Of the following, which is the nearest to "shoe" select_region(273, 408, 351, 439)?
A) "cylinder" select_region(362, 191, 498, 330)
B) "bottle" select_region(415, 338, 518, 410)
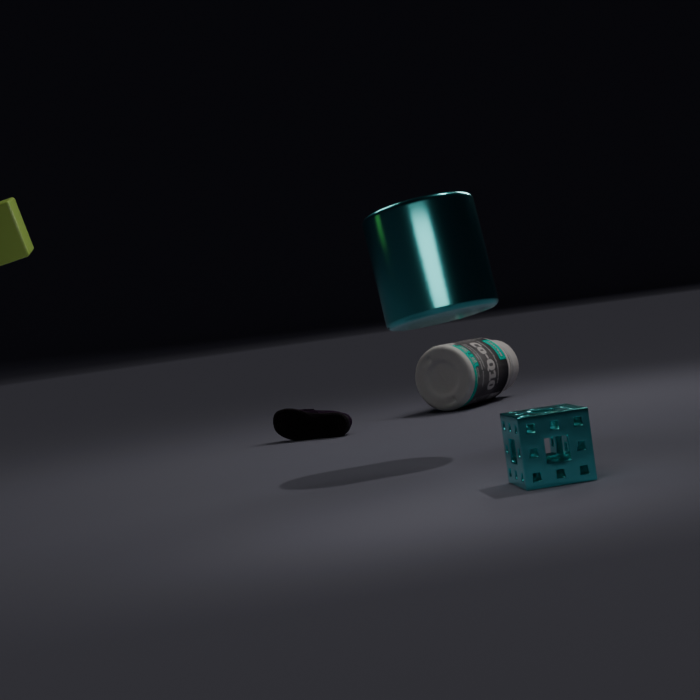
"bottle" select_region(415, 338, 518, 410)
